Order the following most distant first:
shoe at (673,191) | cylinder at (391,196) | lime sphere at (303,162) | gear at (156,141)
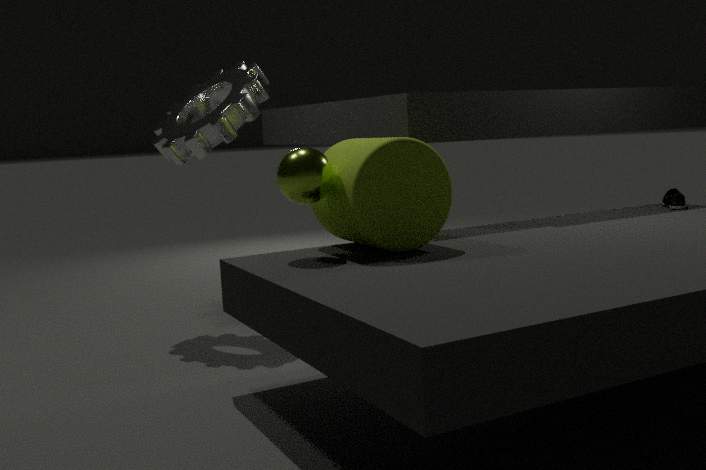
shoe at (673,191) → gear at (156,141) → cylinder at (391,196) → lime sphere at (303,162)
